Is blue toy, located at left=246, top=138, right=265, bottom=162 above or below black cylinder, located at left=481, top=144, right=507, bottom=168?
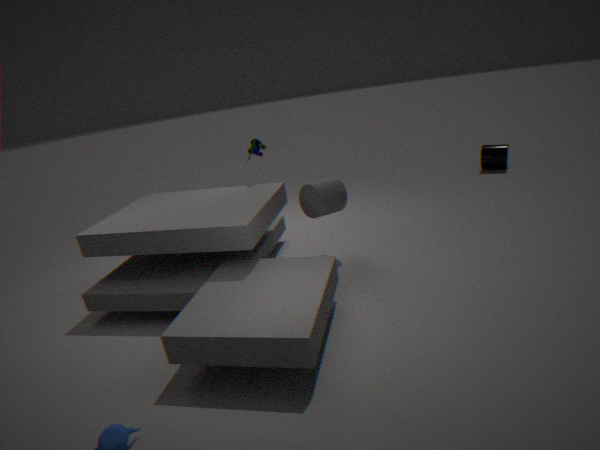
above
